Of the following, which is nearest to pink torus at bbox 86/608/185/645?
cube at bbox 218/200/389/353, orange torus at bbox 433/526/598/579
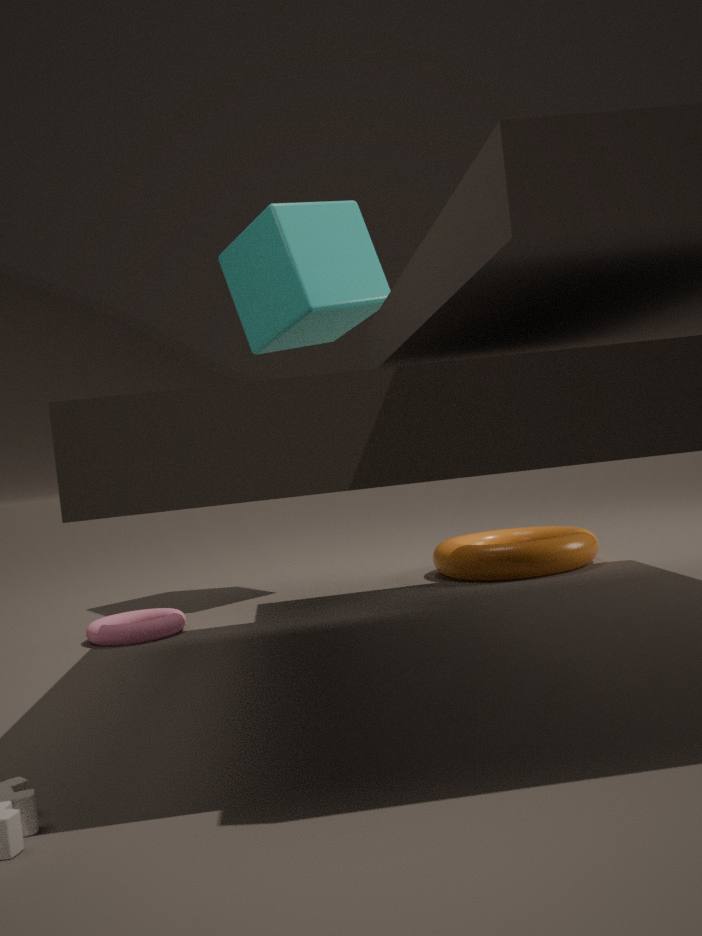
orange torus at bbox 433/526/598/579
